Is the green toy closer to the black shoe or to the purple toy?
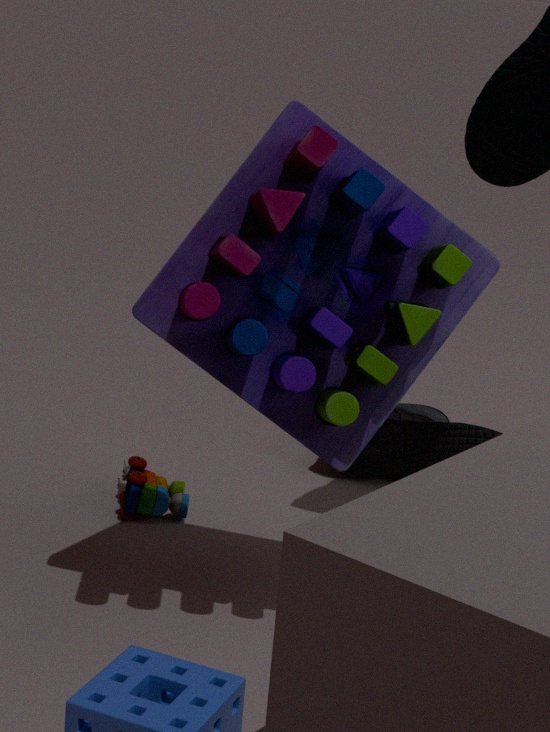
the black shoe
